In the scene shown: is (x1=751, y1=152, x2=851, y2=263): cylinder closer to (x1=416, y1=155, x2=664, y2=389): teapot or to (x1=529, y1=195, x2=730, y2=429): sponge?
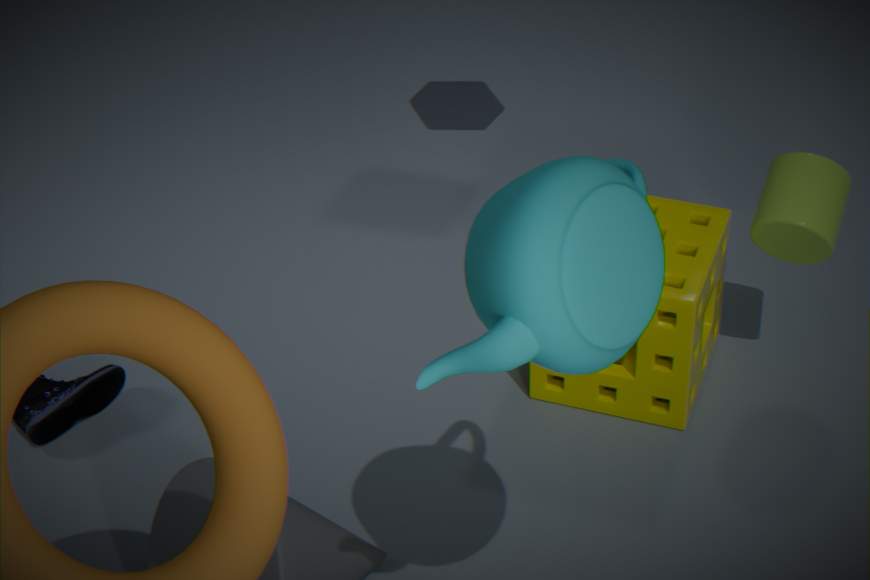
(x1=529, y1=195, x2=730, y2=429): sponge
